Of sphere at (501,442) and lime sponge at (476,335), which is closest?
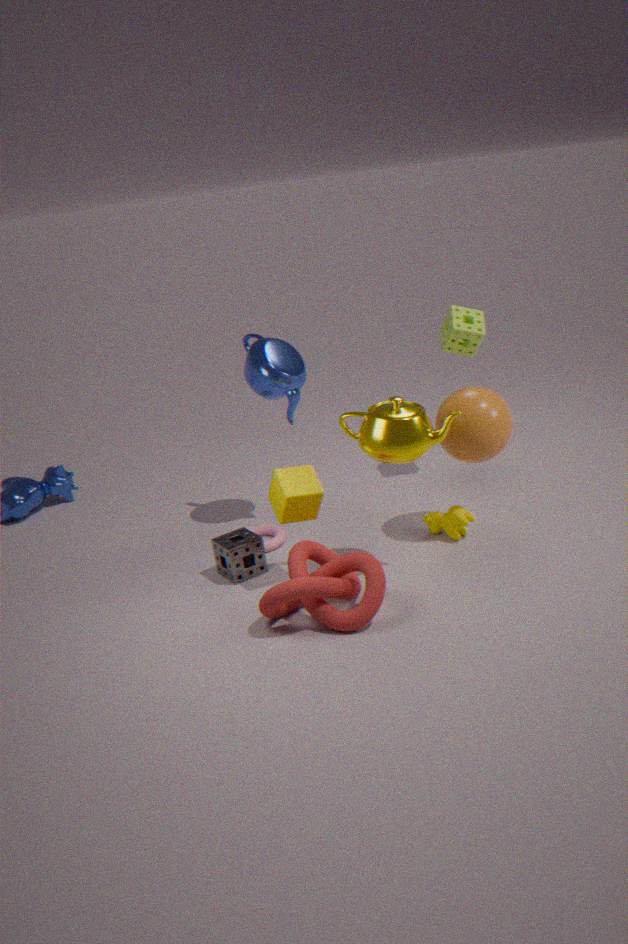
sphere at (501,442)
